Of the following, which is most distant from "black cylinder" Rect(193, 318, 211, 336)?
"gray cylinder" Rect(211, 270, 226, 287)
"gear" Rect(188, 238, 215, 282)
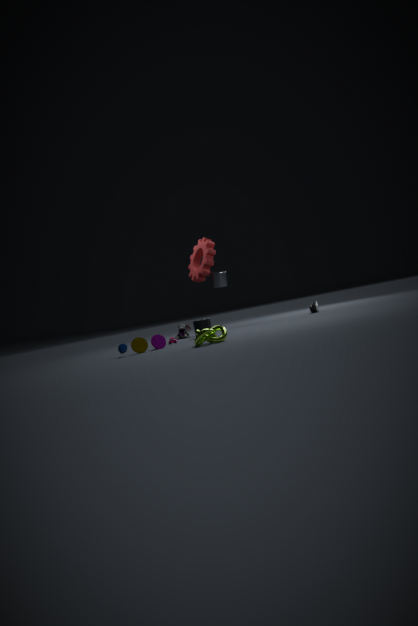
"gear" Rect(188, 238, 215, 282)
